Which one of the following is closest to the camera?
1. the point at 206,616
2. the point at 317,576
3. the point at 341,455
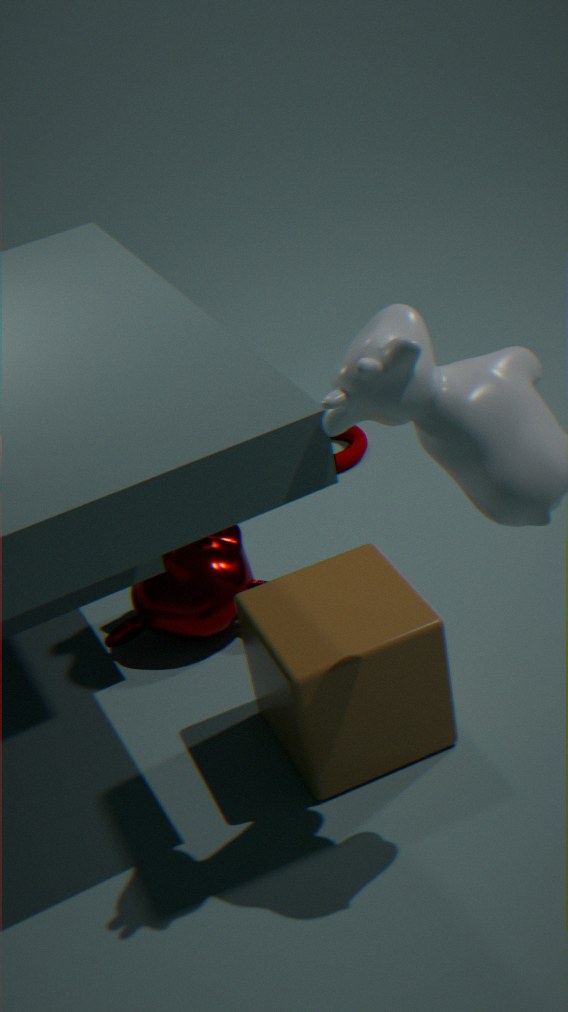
the point at 317,576
